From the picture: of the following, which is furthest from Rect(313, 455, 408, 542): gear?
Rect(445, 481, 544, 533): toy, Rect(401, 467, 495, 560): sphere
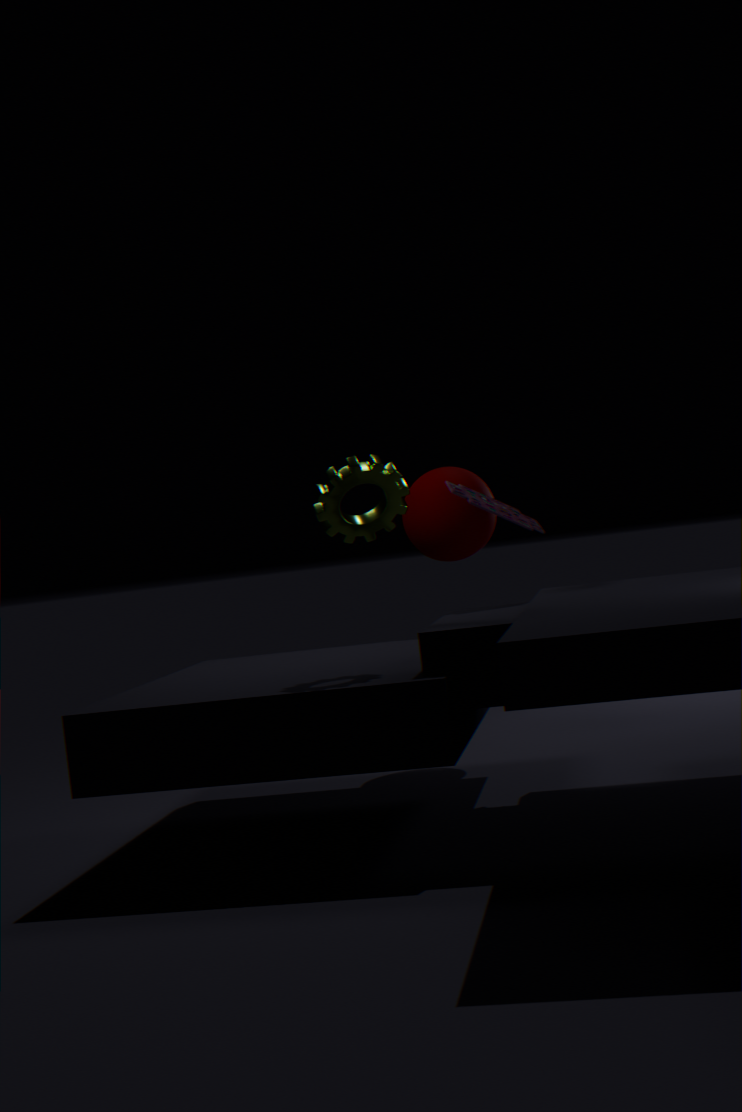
Rect(401, 467, 495, 560): sphere
